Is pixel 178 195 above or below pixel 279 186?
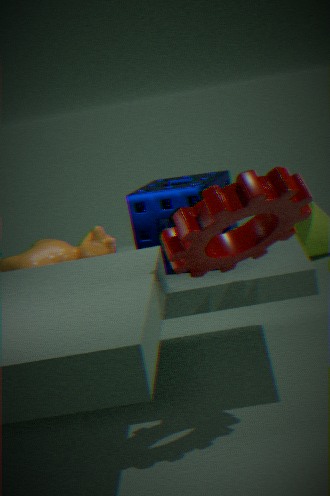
below
